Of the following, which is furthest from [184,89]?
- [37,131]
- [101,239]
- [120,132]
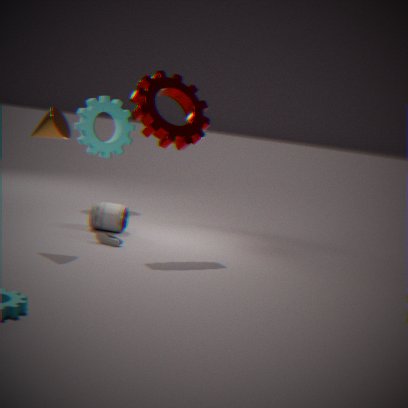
[120,132]
